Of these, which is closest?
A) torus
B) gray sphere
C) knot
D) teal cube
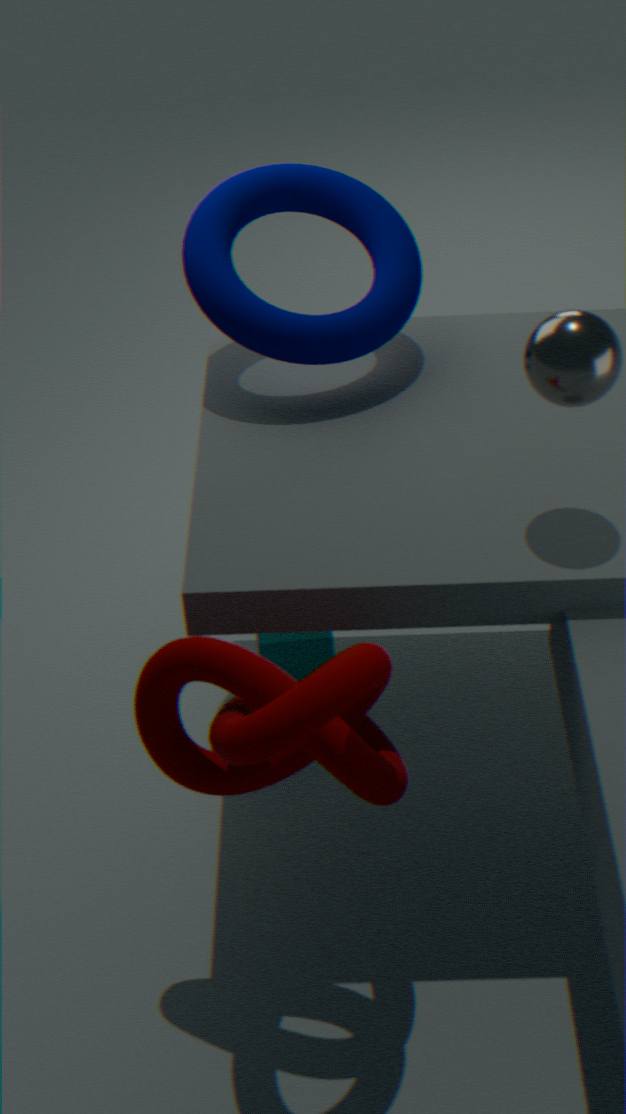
knot
